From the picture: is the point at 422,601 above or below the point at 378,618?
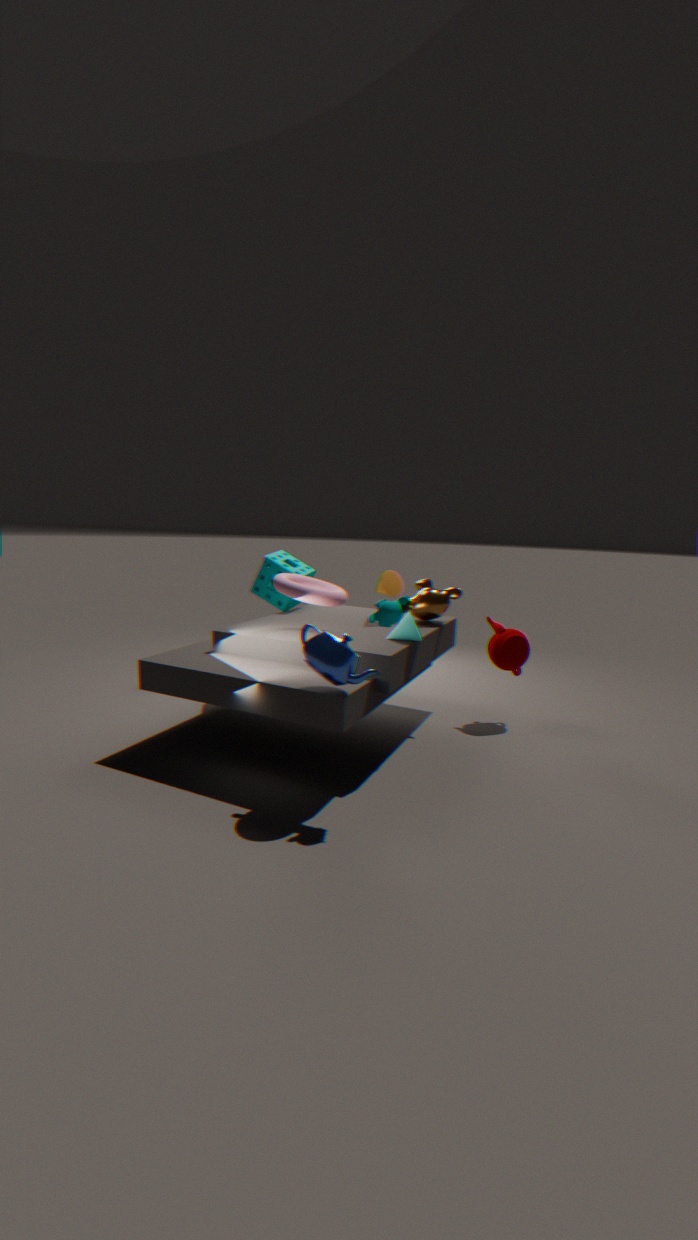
below
